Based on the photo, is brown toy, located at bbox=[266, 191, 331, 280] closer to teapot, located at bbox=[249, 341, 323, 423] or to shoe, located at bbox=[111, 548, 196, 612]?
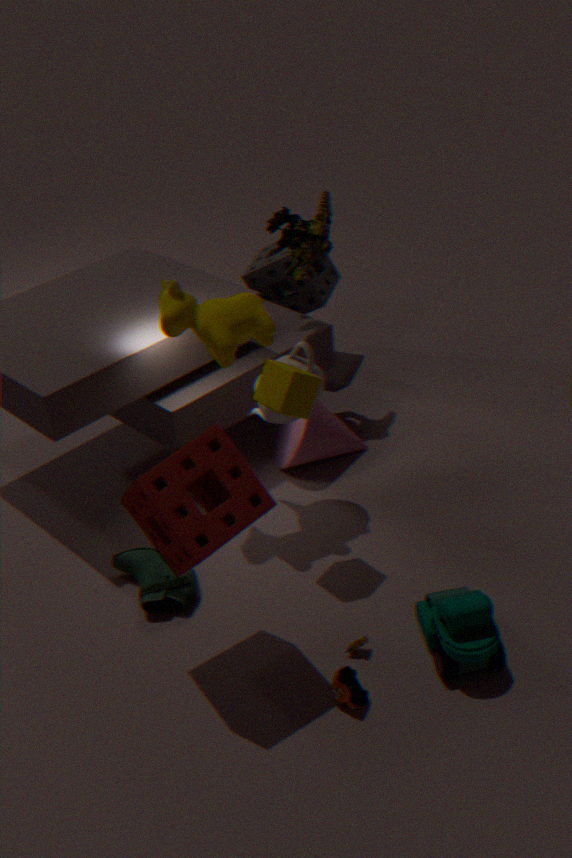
teapot, located at bbox=[249, 341, 323, 423]
